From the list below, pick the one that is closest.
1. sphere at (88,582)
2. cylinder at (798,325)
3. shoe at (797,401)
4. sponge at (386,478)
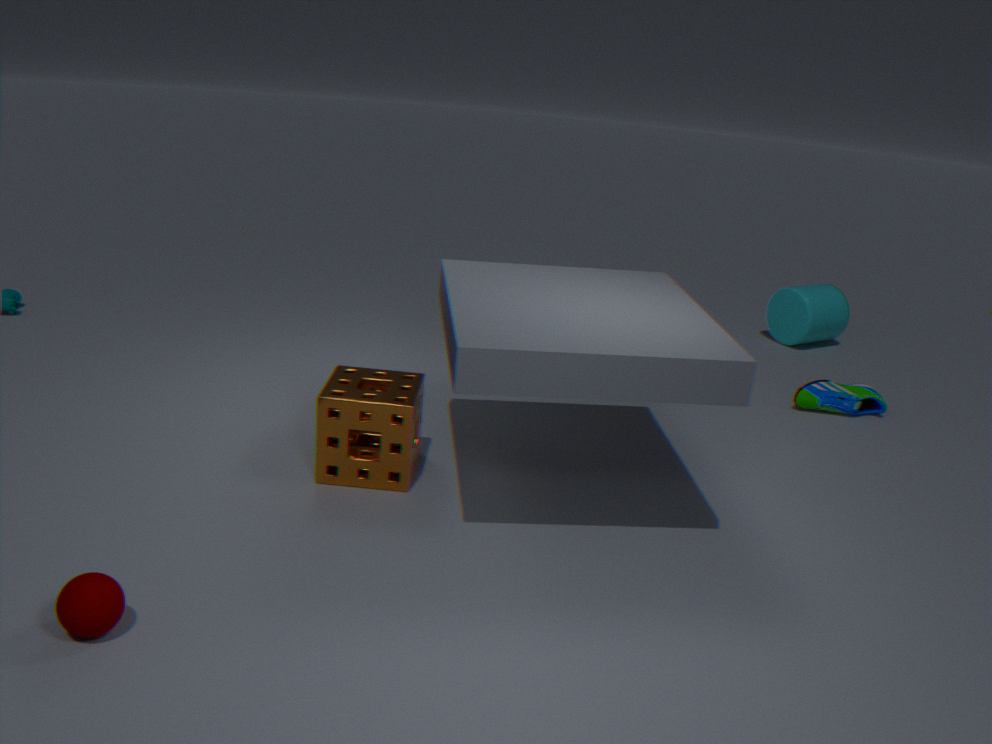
sphere at (88,582)
